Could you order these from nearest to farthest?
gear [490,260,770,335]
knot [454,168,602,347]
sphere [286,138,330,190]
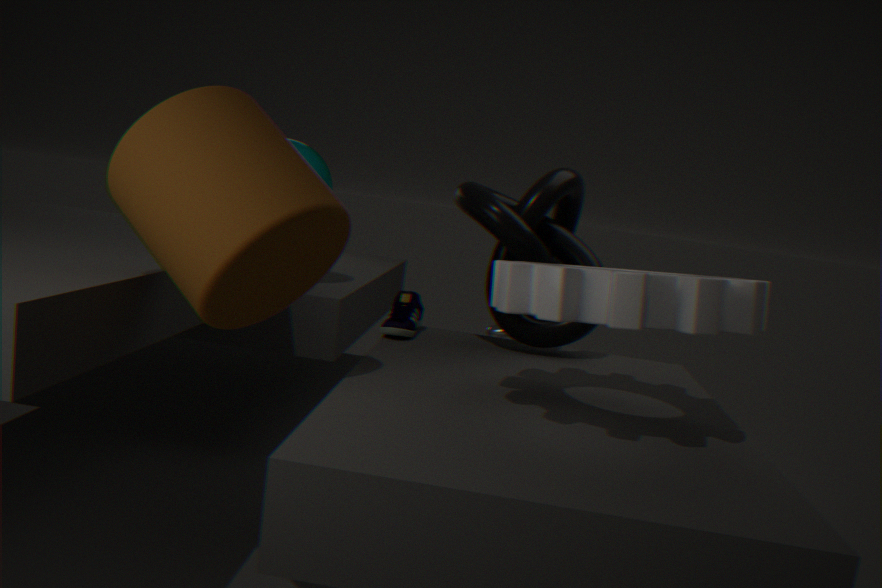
1. gear [490,260,770,335]
2. knot [454,168,602,347]
3. sphere [286,138,330,190]
